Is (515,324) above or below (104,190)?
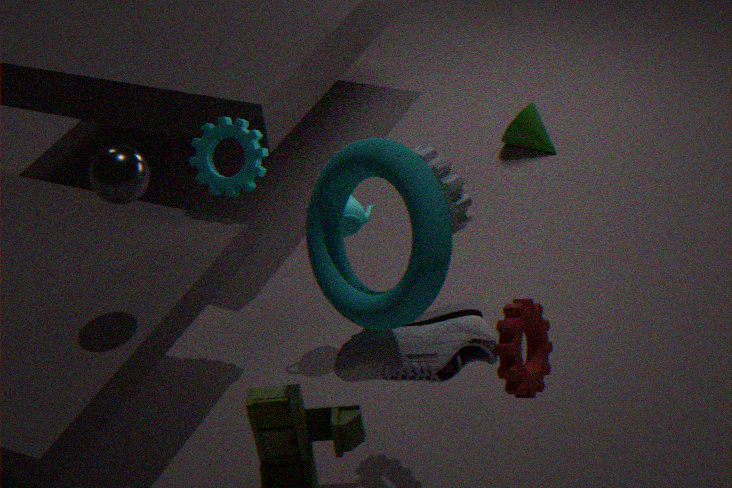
below
